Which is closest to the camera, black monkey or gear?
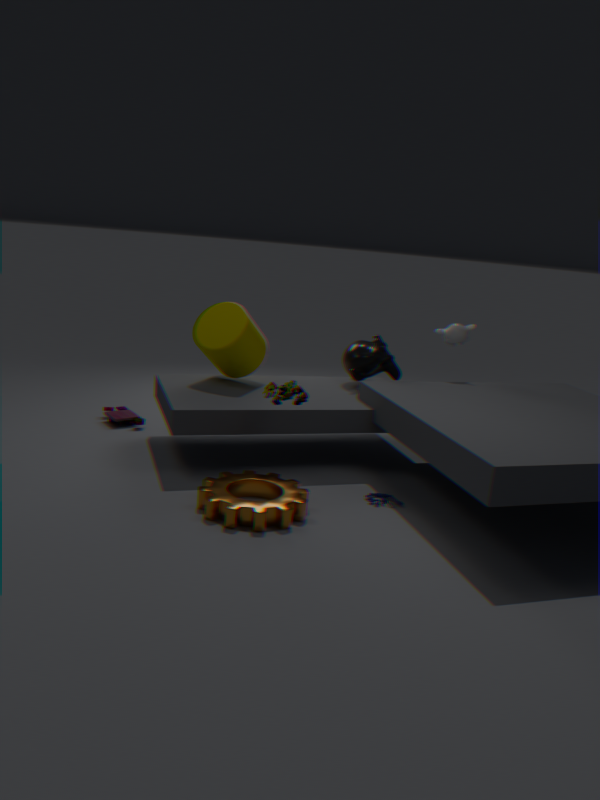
gear
